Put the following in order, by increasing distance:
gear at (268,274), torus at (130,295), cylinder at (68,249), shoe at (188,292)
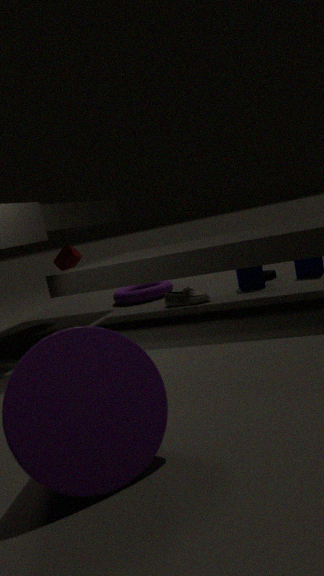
shoe at (188,292), gear at (268,274), torus at (130,295), cylinder at (68,249)
